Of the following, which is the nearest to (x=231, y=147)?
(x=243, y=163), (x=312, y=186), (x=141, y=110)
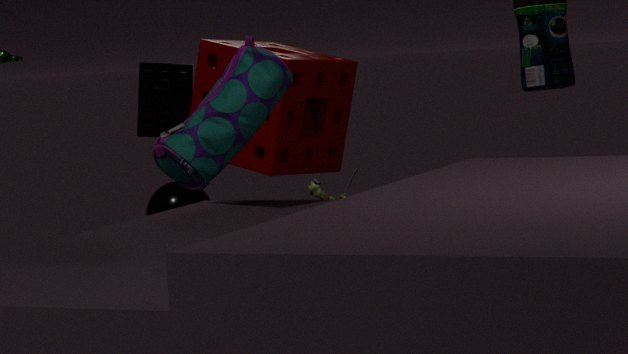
(x=243, y=163)
